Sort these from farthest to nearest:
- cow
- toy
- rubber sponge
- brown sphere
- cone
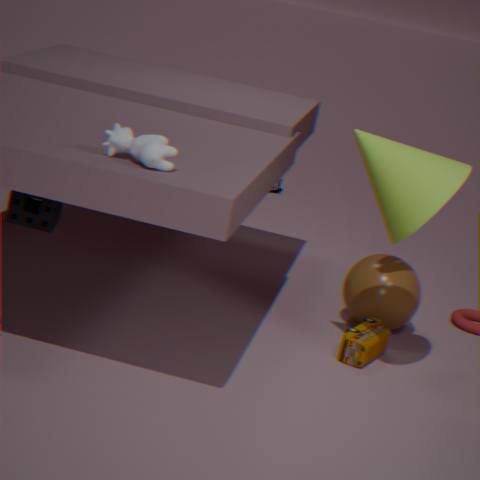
1. brown sphere
2. toy
3. rubber sponge
4. cone
5. cow
